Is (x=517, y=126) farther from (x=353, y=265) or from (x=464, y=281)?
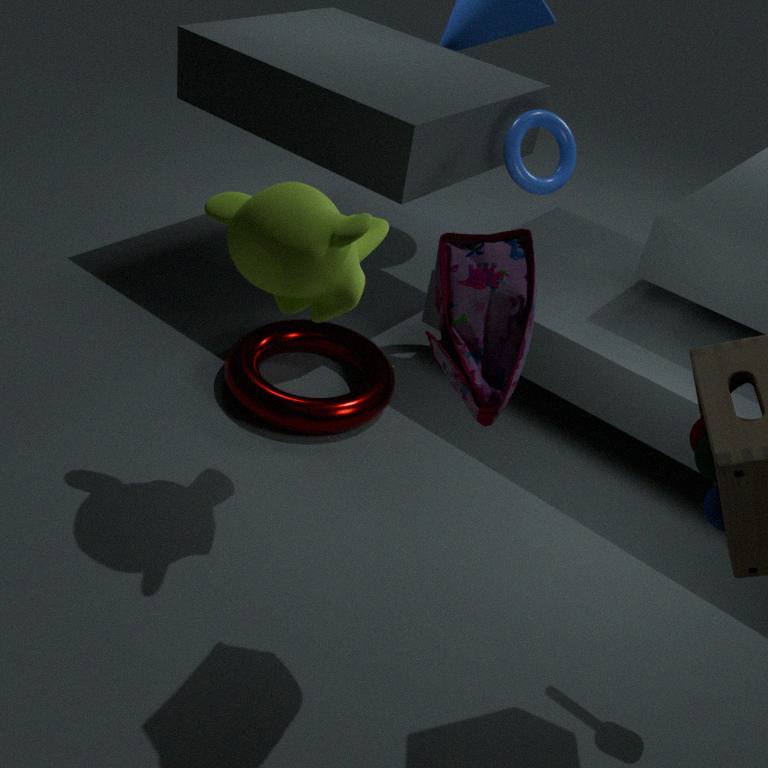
(x=464, y=281)
